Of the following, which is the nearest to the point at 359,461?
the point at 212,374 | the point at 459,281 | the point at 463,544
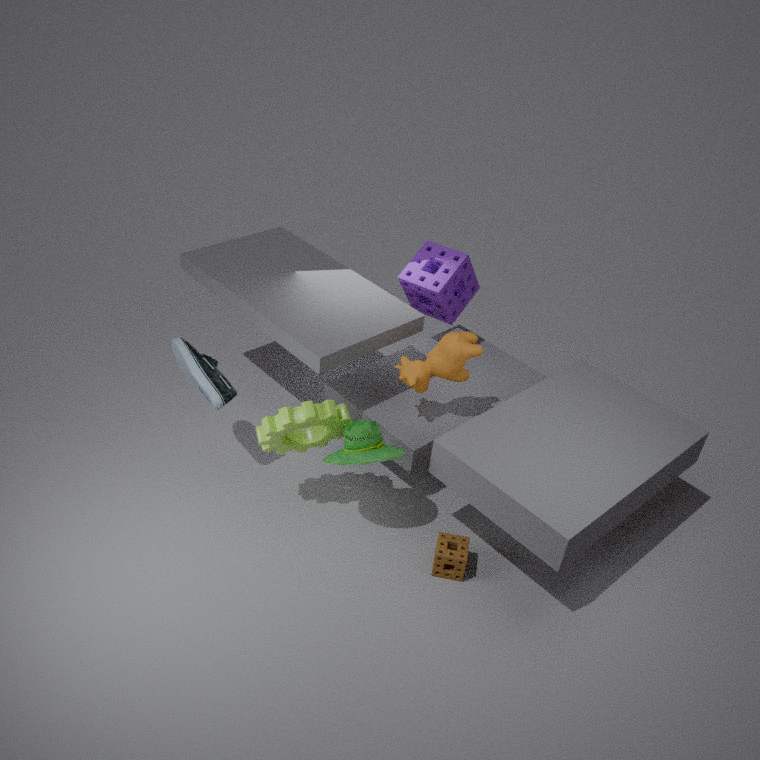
the point at 463,544
